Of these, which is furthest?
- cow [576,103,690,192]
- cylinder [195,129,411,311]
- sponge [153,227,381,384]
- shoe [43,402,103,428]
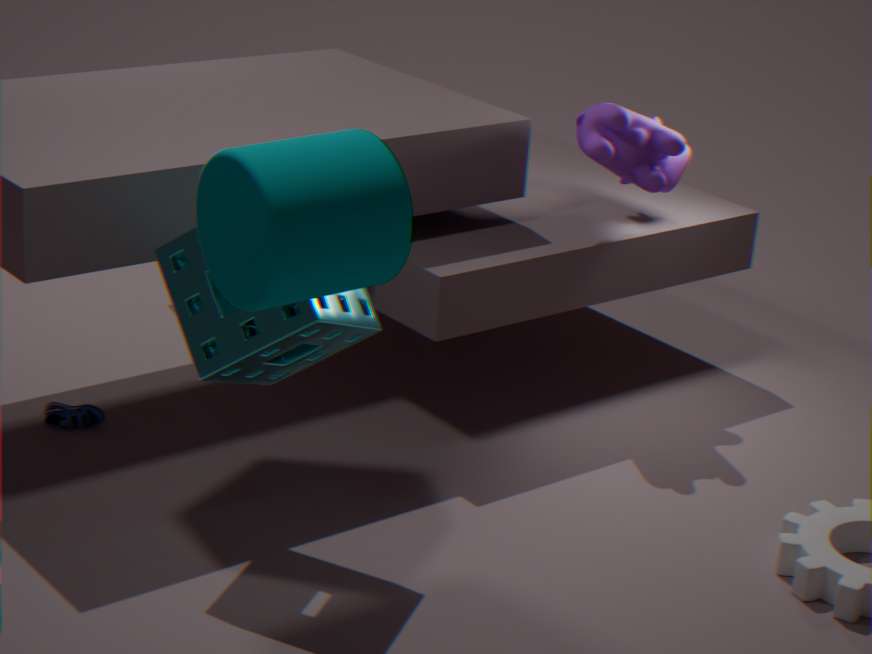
cow [576,103,690,192]
